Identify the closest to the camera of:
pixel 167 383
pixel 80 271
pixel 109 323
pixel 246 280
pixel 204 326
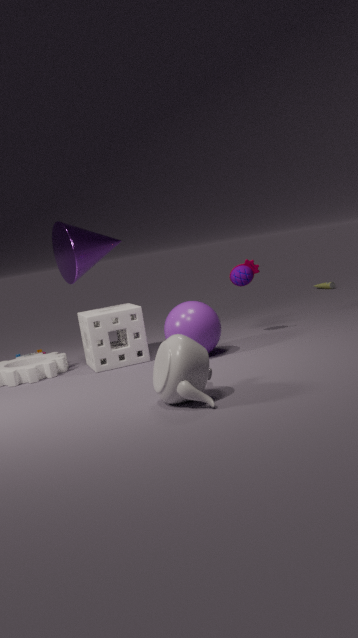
pixel 167 383
